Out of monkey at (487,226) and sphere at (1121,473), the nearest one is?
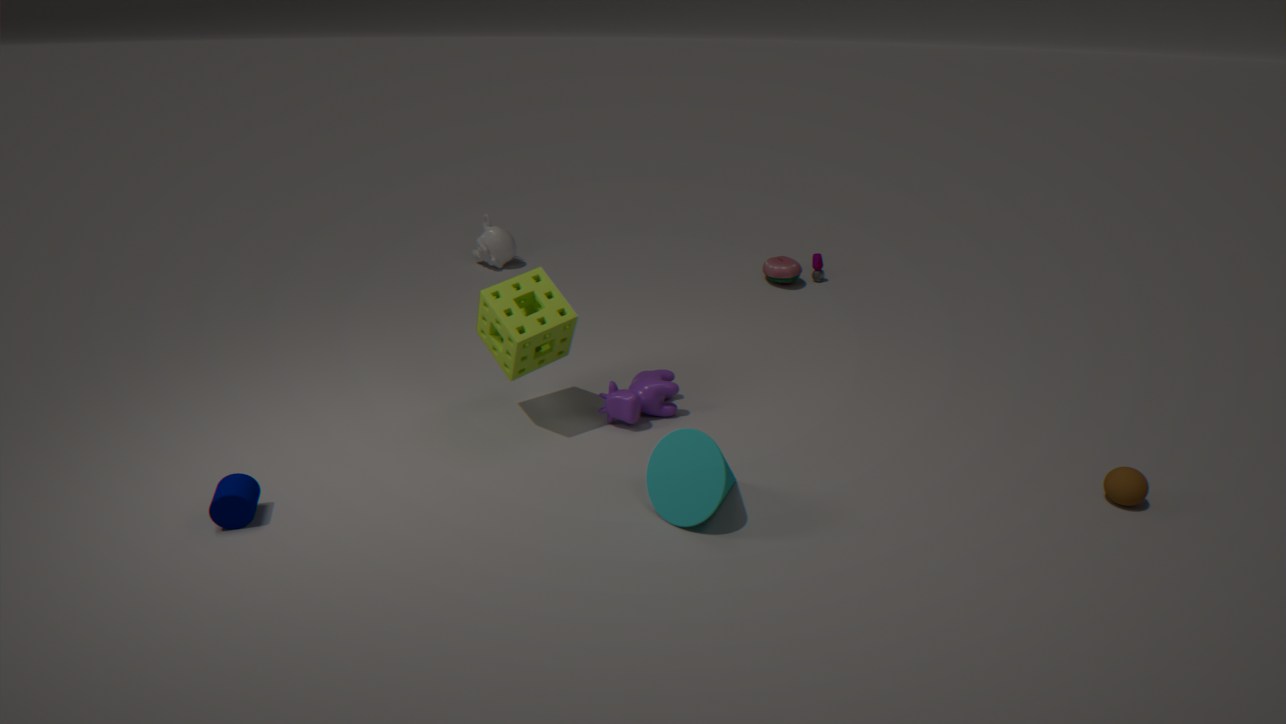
sphere at (1121,473)
